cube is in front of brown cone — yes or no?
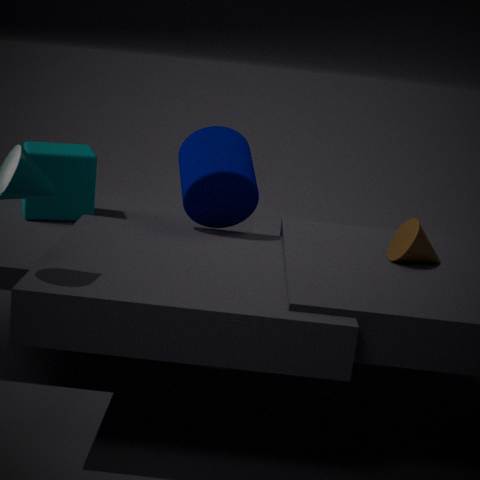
No
